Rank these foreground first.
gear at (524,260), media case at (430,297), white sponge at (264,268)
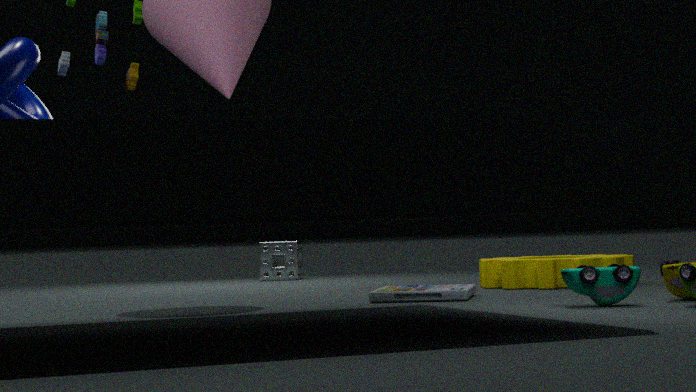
media case at (430,297) → gear at (524,260) → white sponge at (264,268)
